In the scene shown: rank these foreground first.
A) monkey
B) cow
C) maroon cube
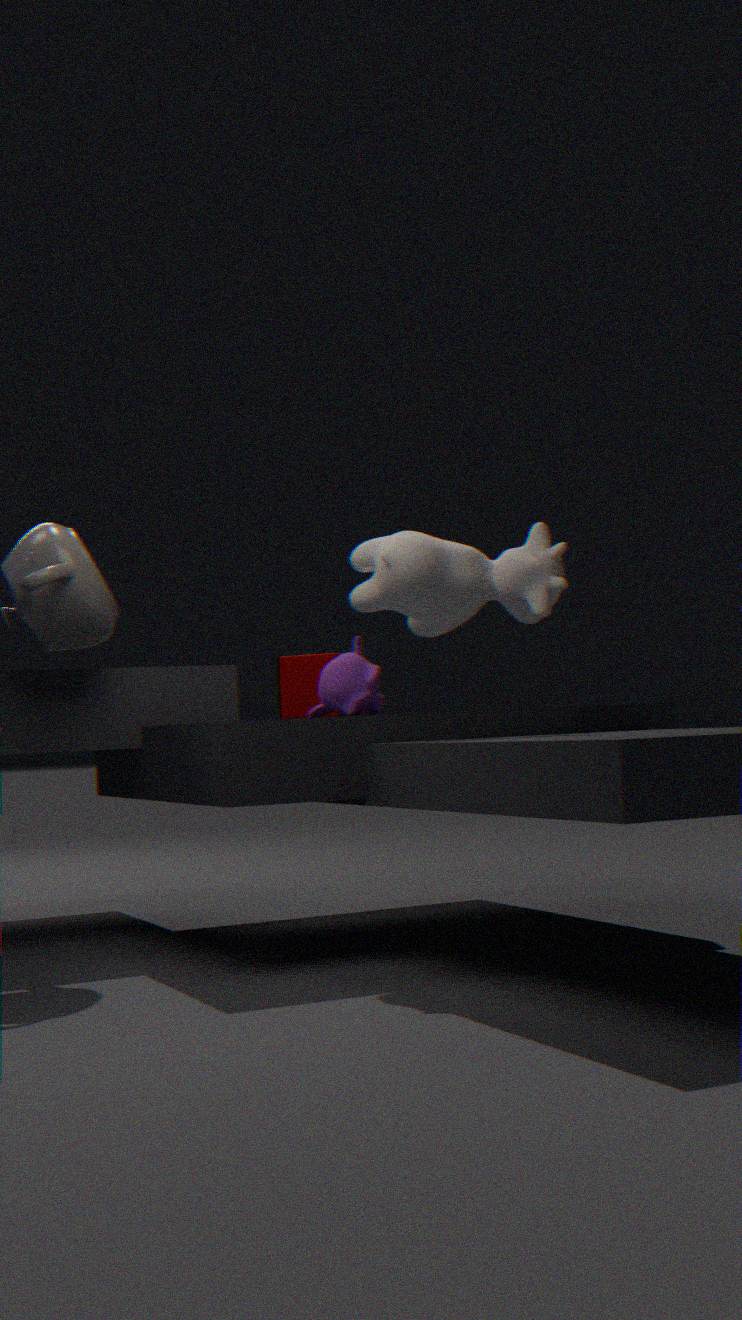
cow, monkey, maroon cube
